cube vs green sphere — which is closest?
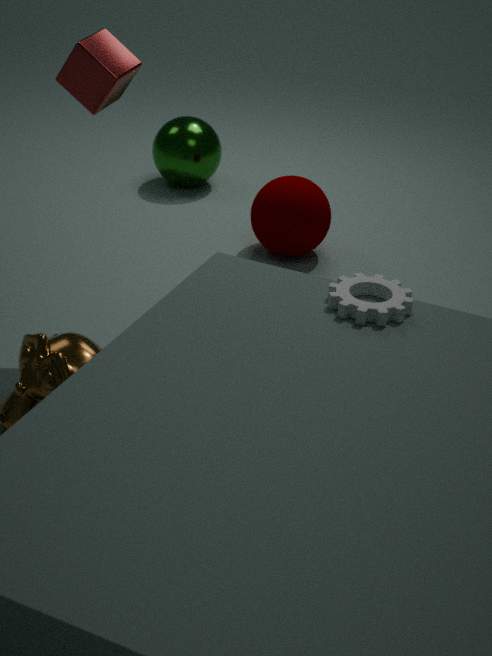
cube
